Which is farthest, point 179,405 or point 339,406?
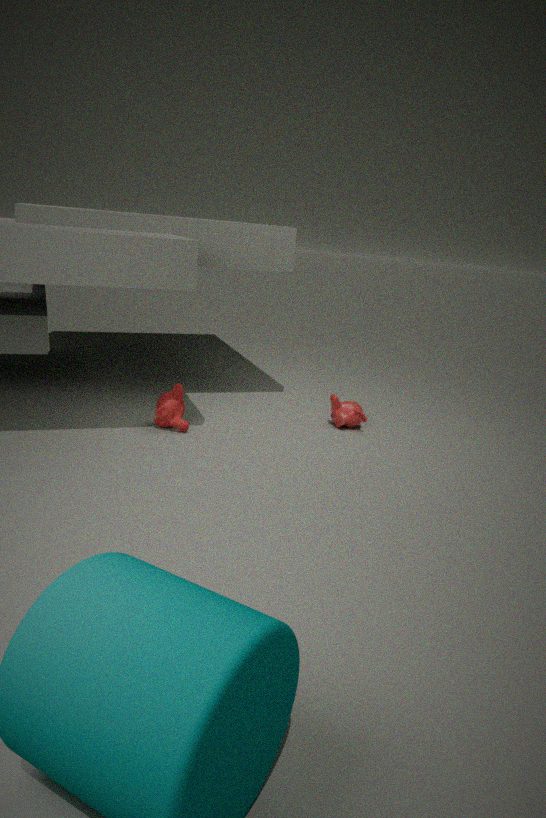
point 339,406
